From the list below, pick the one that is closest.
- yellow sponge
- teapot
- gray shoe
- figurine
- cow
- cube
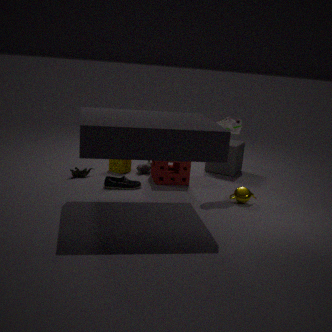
teapot
